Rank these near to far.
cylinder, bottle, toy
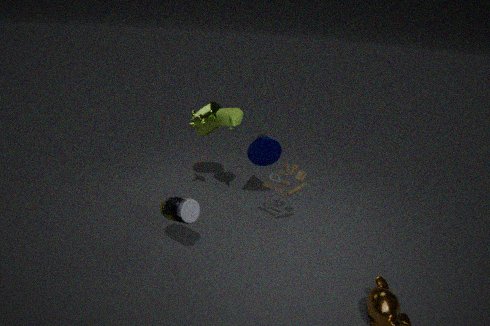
bottle → toy → cylinder
